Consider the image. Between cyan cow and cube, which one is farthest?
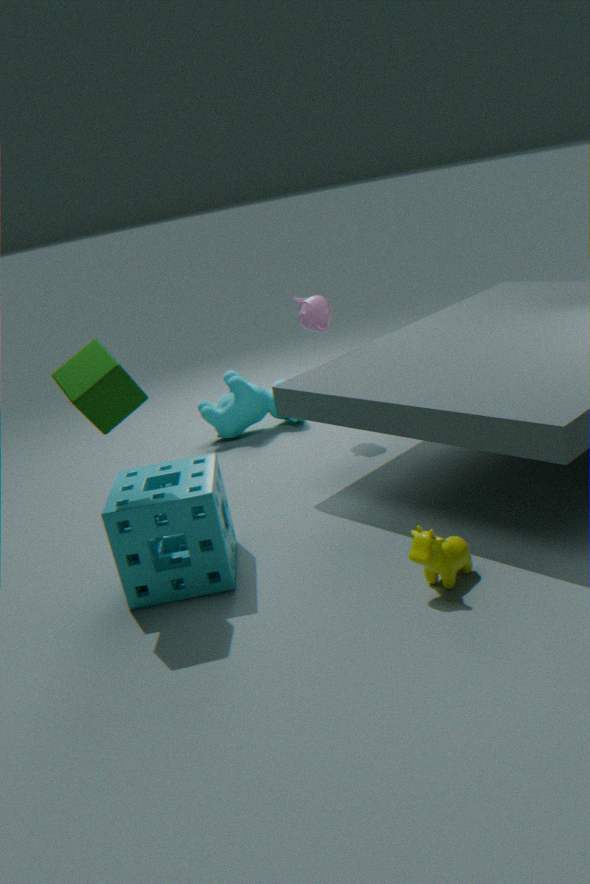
cyan cow
